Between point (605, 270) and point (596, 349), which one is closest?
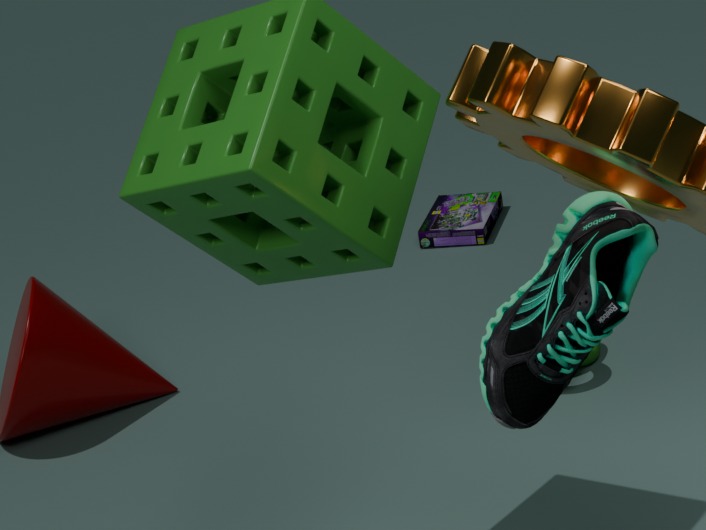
point (605, 270)
